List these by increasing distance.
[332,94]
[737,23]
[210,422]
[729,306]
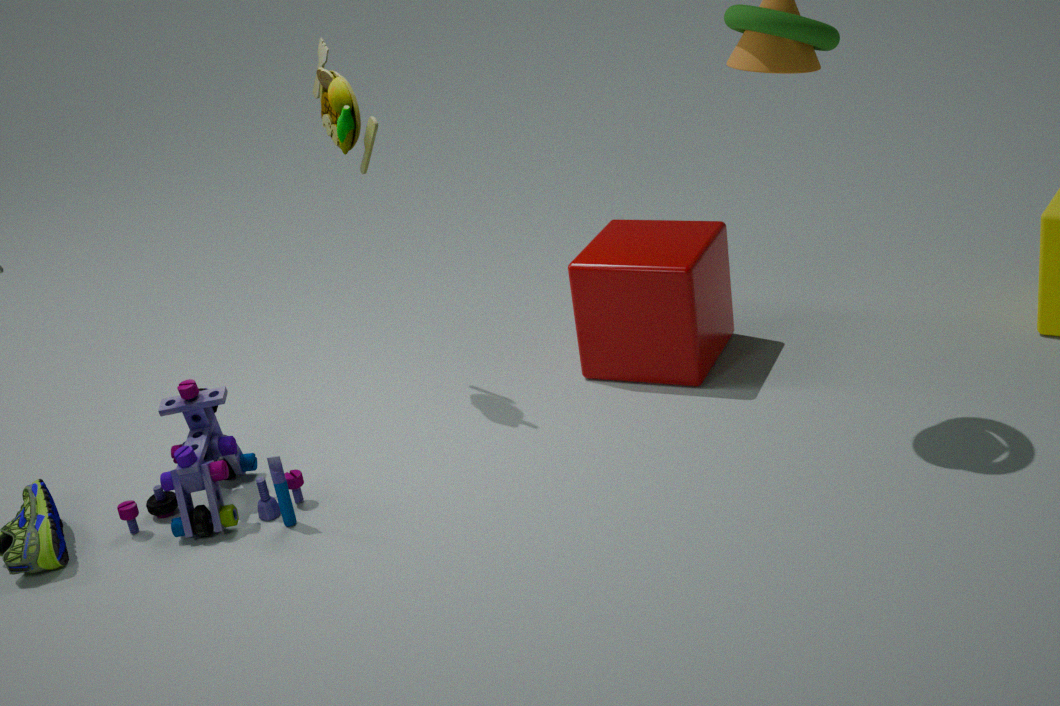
[737,23] → [210,422] → [332,94] → [729,306]
